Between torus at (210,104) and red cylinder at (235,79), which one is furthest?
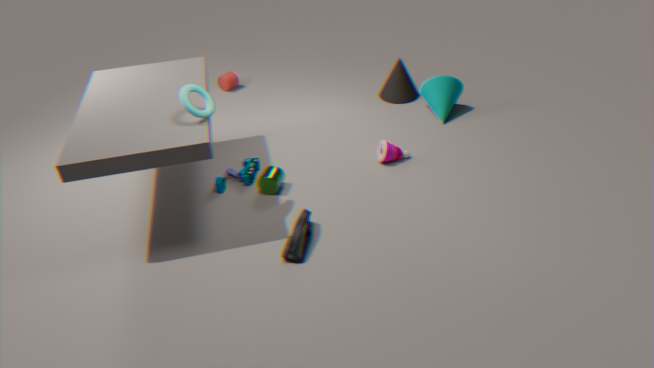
red cylinder at (235,79)
